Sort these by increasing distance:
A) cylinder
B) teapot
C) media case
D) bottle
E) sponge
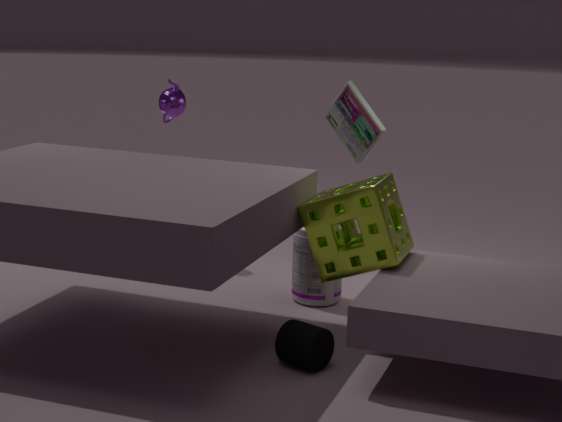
A. cylinder, E. sponge, D. bottle, C. media case, B. teapot
